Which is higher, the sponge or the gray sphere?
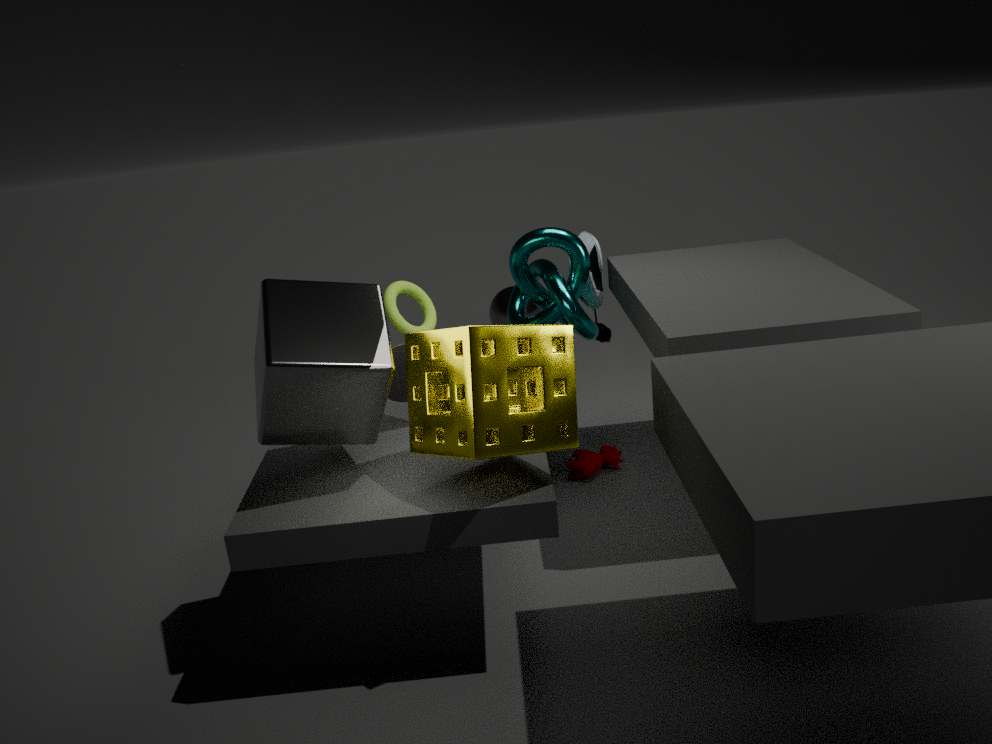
the sponge
